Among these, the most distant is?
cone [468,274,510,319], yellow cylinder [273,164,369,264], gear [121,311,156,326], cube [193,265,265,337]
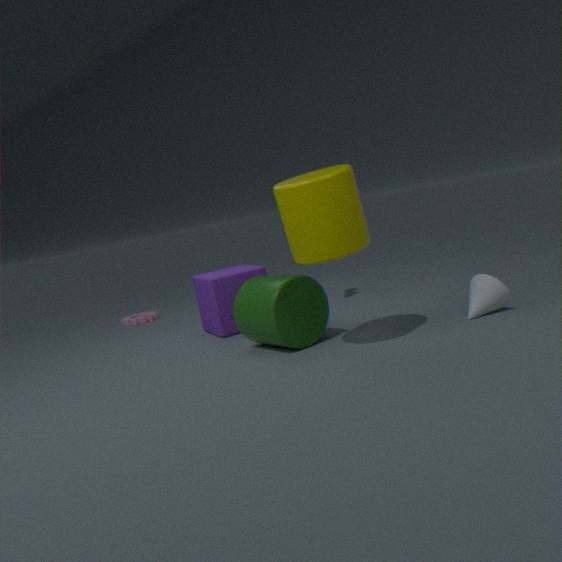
gear [121,311,156,326]
